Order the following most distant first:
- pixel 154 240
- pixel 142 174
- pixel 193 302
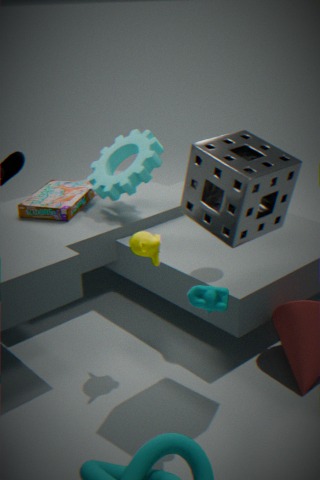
pixel 142 174
pixel 154 240
pixel 193 302
